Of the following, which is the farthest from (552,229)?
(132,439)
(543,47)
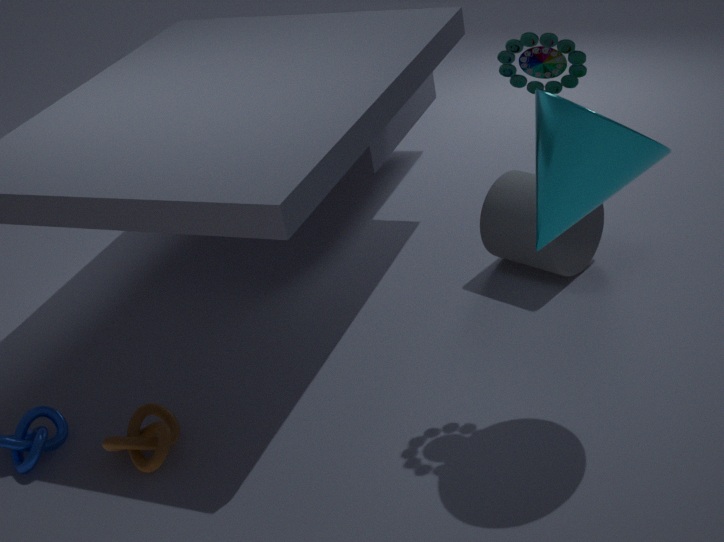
(132,439)
